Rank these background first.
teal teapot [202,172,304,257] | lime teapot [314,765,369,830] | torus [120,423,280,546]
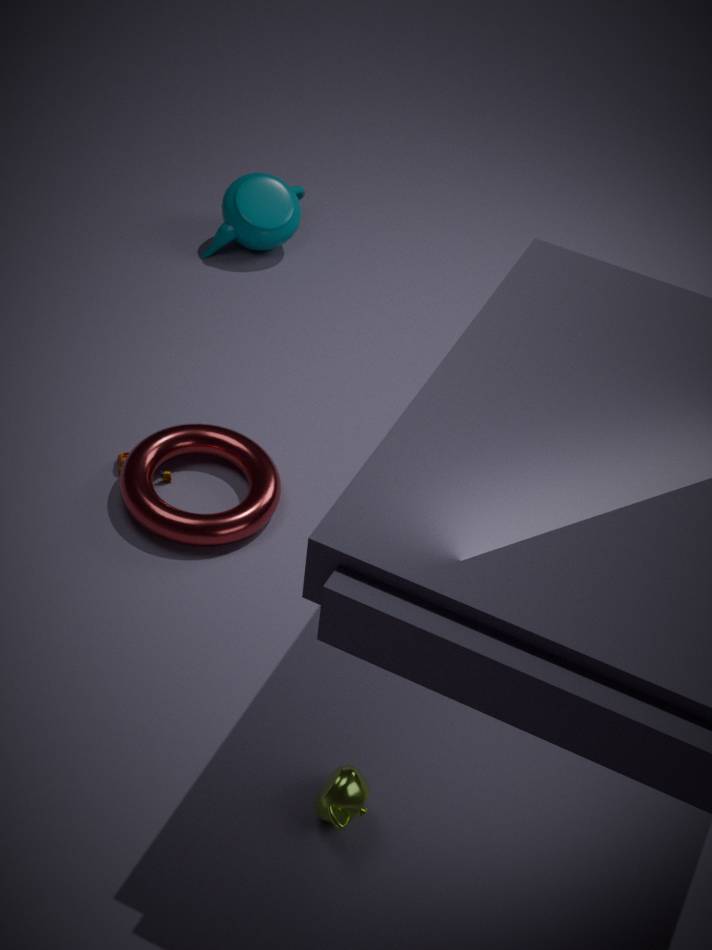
1. teal teapot [202,172,304,257]
2. torus [120,423,280,546]
3. lime teapot [314,765,369,830]
